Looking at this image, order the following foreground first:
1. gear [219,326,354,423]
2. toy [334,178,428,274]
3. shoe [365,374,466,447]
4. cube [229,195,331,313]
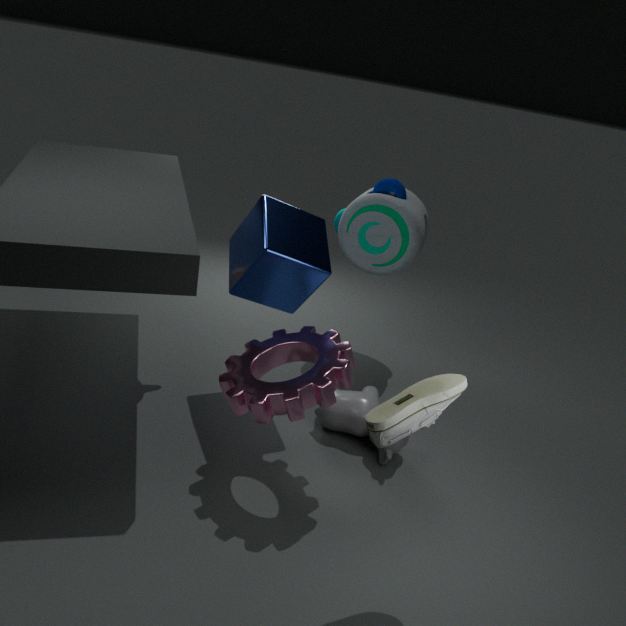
1. shoe [365,374,466,447]
2. gear [219,326,354,423]
3. cube [229,195,331,313]
4. toy [334,178,428,274]
